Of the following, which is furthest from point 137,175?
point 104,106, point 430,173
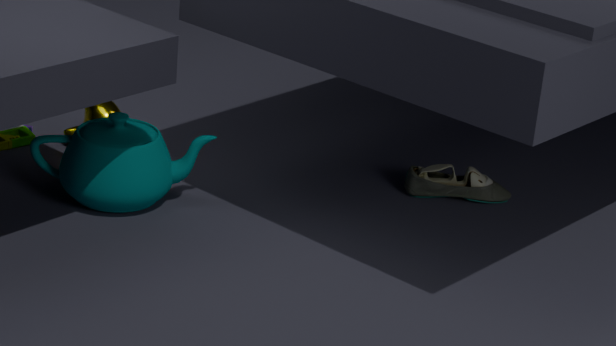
point 430,173
